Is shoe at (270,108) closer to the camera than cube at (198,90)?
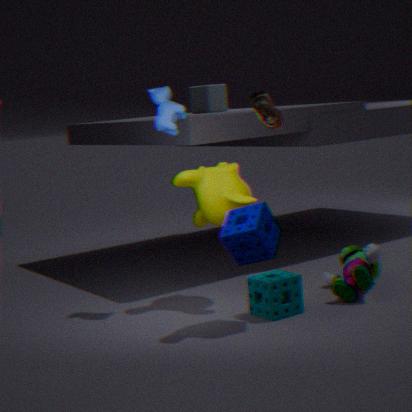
Yes
